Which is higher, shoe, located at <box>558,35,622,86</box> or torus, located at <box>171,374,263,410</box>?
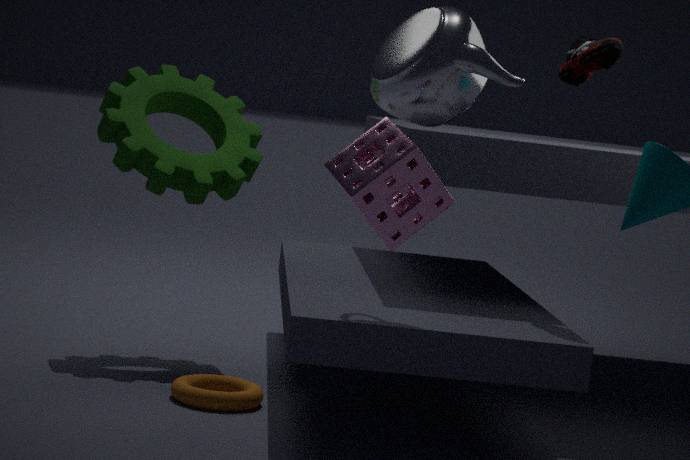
shoe, located at <box>558,35,622,86</box>
